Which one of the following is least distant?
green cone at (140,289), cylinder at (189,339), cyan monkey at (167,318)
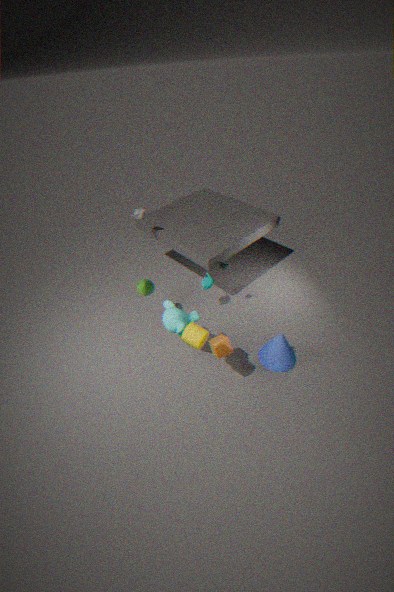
cylinder at (189,339)
